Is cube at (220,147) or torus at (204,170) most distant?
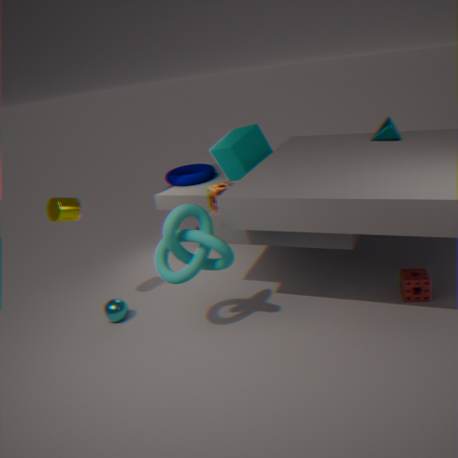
torus at (204,170)
